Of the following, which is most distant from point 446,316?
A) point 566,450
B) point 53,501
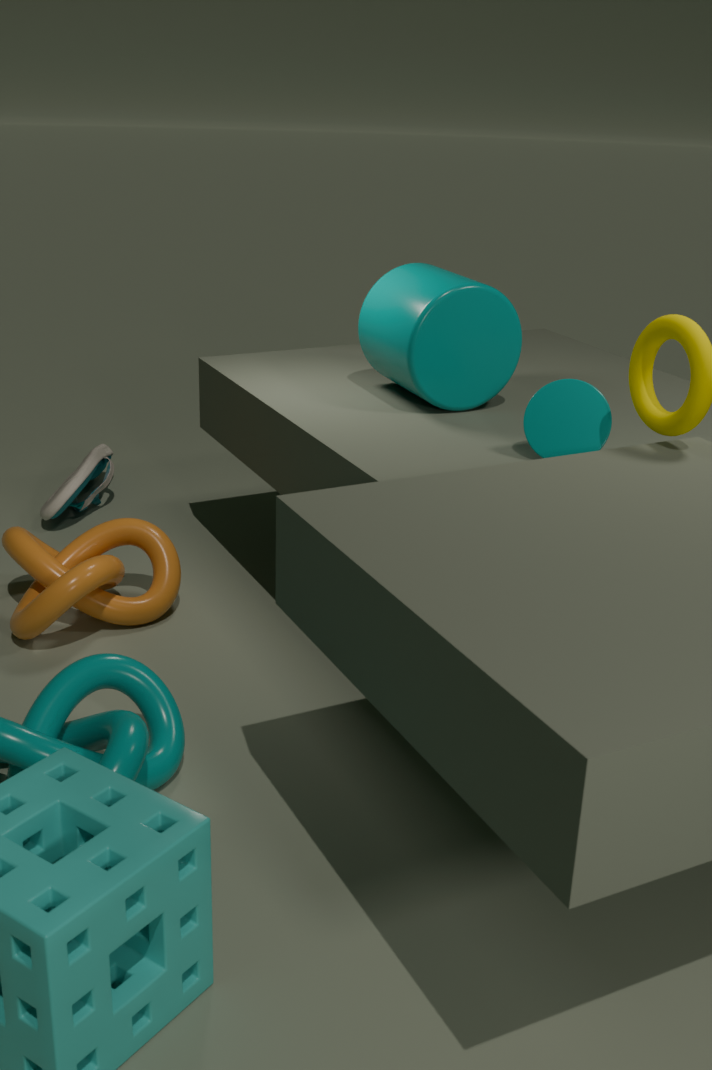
point 53,501
